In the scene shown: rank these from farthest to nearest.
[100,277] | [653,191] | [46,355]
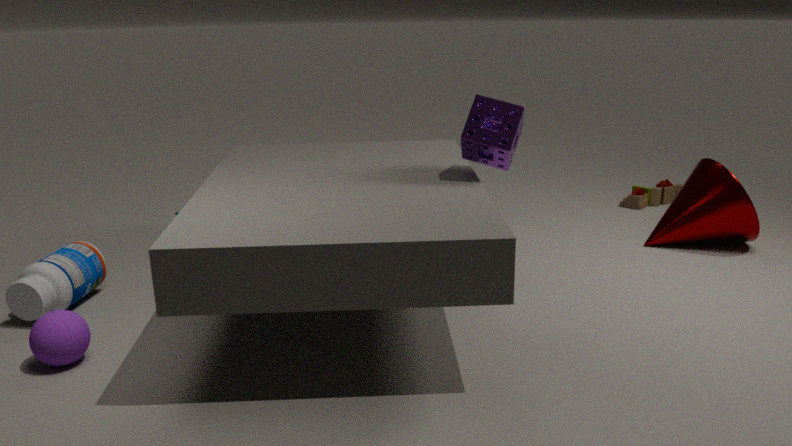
[653,191]
[100,277]
[46,355]
